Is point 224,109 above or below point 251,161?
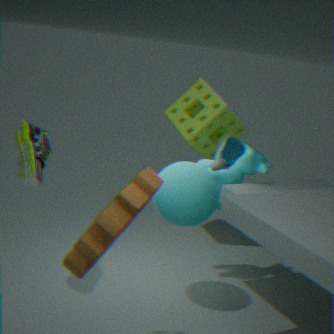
above
